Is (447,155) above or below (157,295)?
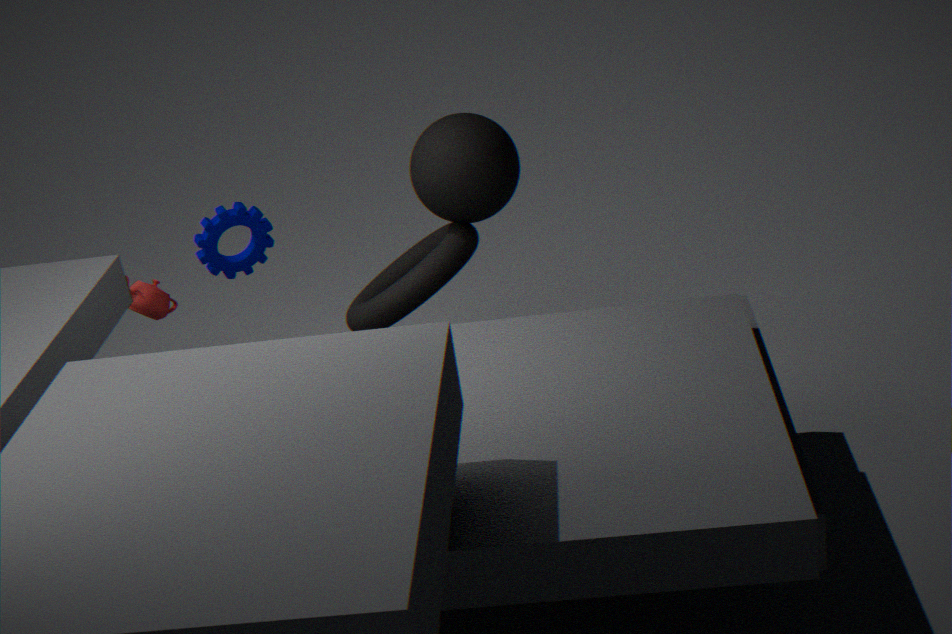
above
